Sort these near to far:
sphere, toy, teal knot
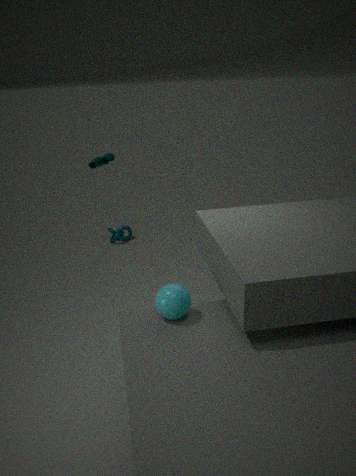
sphere → toy → teal knot
